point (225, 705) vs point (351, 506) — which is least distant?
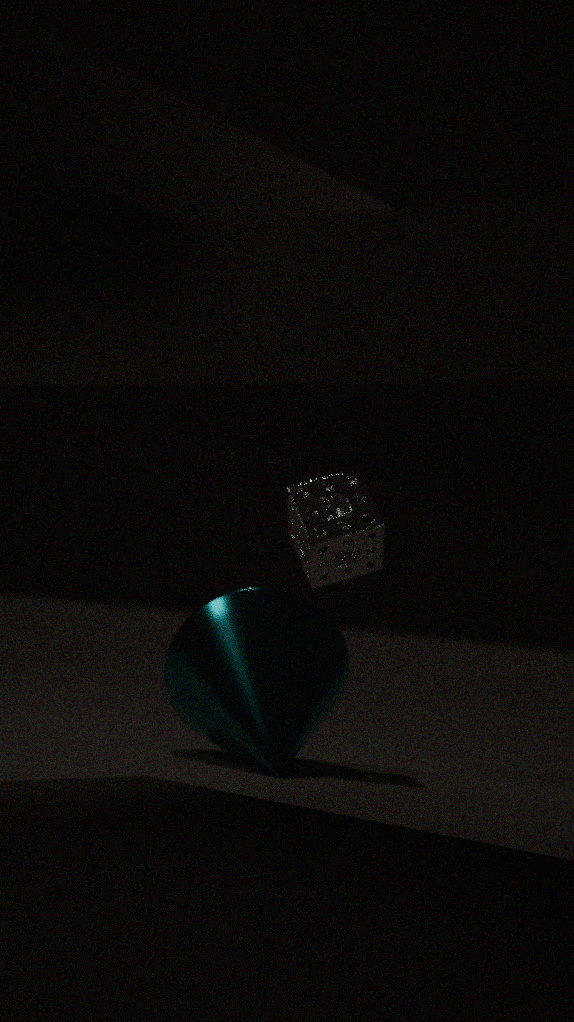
point (225, 705)
